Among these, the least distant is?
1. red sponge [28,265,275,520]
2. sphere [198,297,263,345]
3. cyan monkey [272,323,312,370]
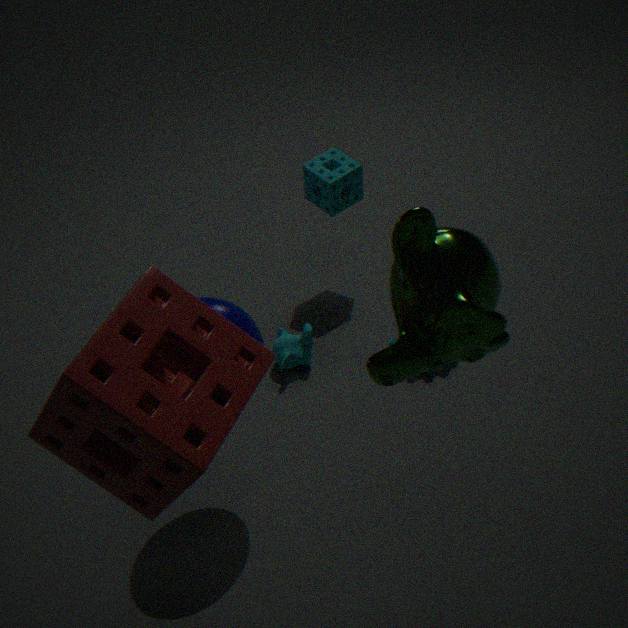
red sponge [28,265,275,520]
